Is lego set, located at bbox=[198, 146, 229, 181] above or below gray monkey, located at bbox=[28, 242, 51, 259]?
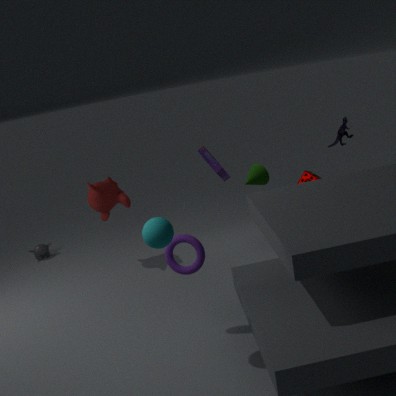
above
